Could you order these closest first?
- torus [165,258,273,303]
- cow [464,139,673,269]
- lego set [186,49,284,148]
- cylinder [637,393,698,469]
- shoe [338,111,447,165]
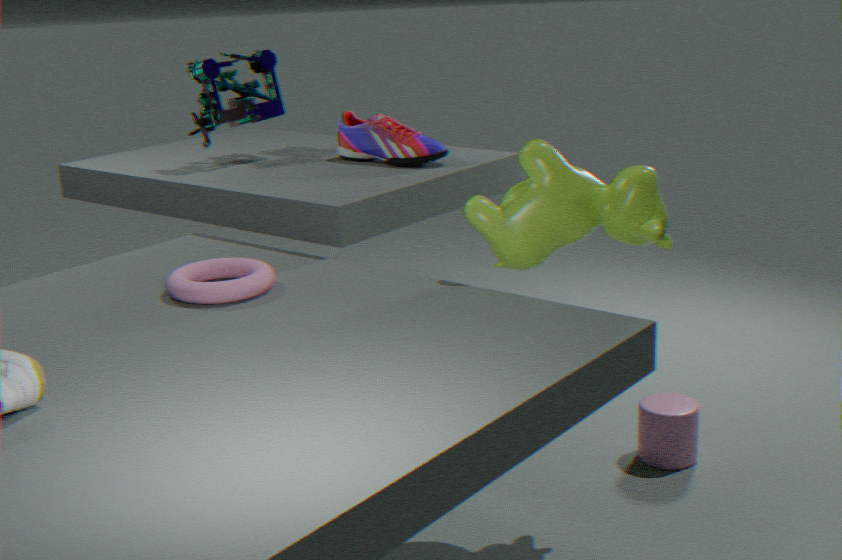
torus [165,258,273,303], cow [464,139,673,269], cylinder [637,393,698,469], shoe [338,111,447,165], lego set [186,49,284,148]
